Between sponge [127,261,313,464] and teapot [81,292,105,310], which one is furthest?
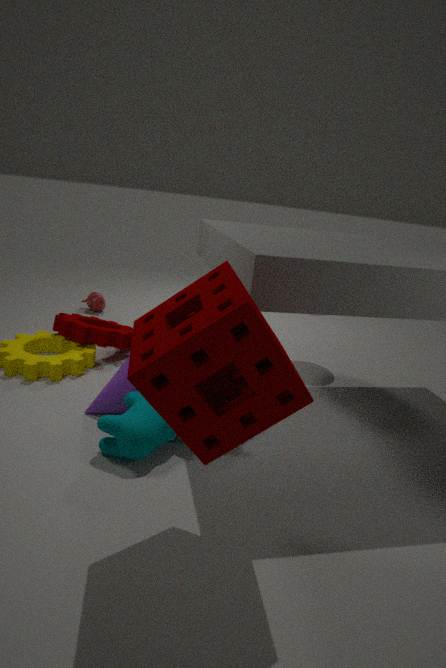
teapot [81,292,105,310]
